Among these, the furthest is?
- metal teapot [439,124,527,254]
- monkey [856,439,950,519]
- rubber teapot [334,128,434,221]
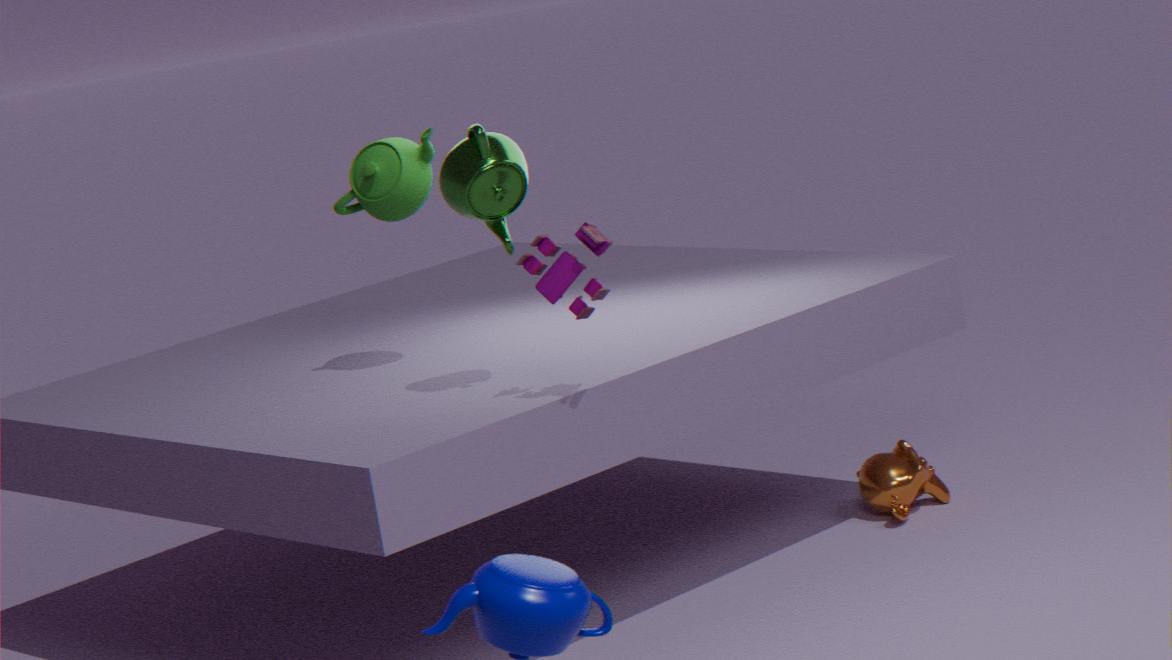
monkey [856,439,950,519]
